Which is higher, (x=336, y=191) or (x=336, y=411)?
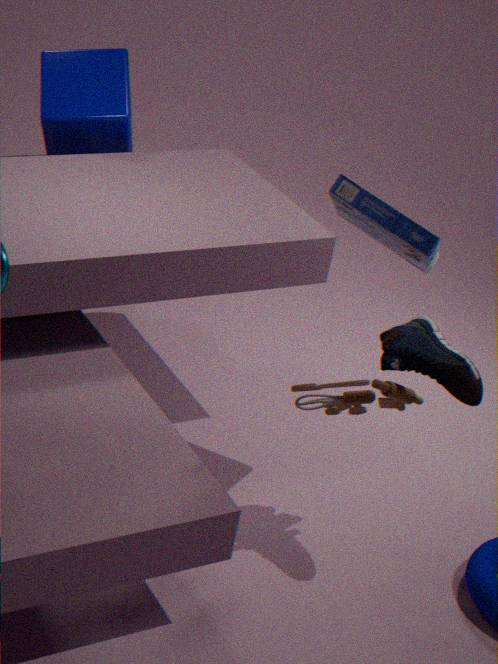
(x=336, y=191)
